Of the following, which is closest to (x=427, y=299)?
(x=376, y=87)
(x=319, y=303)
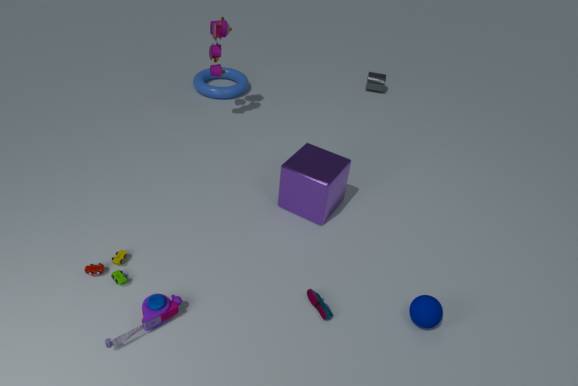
(x=319, y=303)
